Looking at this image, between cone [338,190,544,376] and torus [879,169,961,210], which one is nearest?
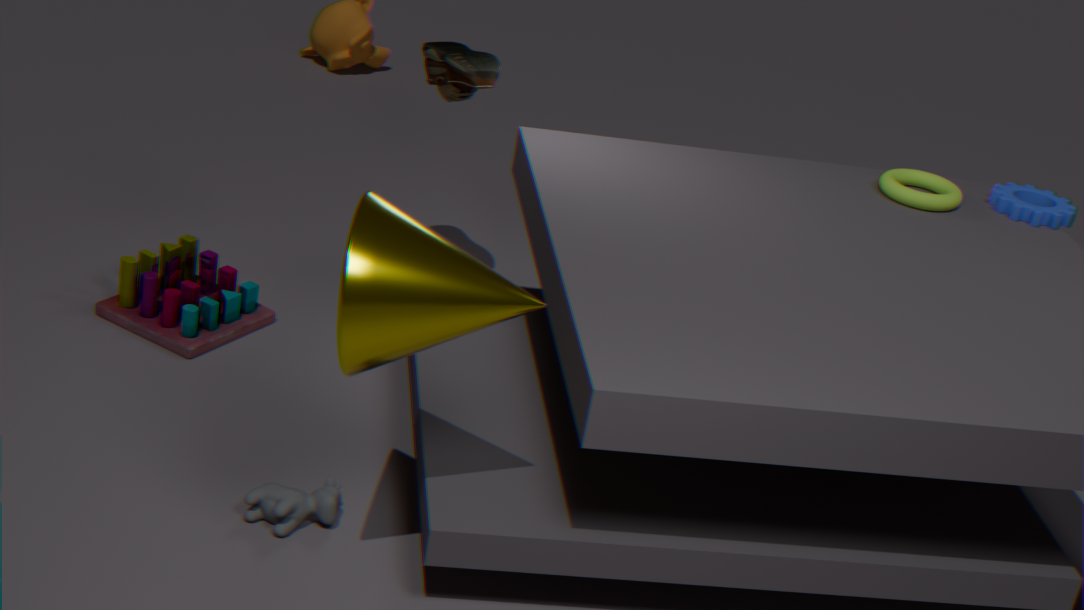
cone [338,190,544,376]
